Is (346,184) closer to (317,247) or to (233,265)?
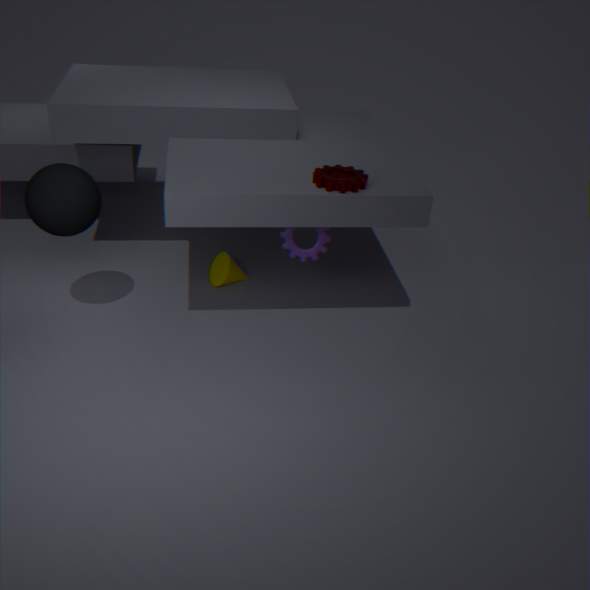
(317,247)
